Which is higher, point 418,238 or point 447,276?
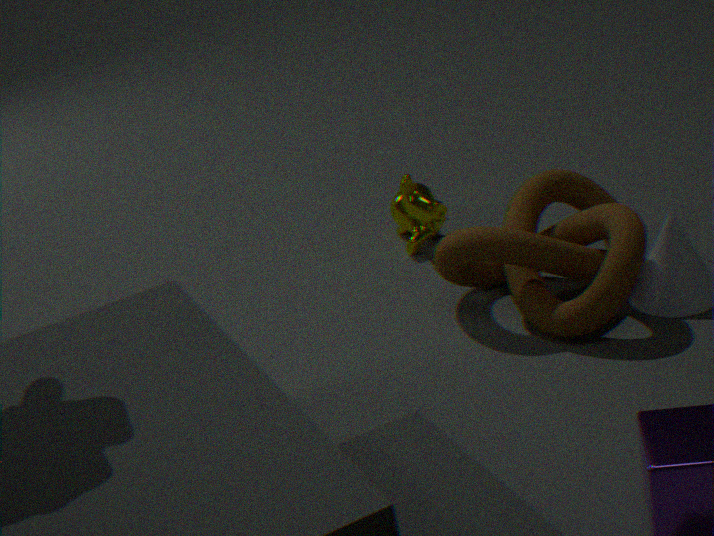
point 447,276
